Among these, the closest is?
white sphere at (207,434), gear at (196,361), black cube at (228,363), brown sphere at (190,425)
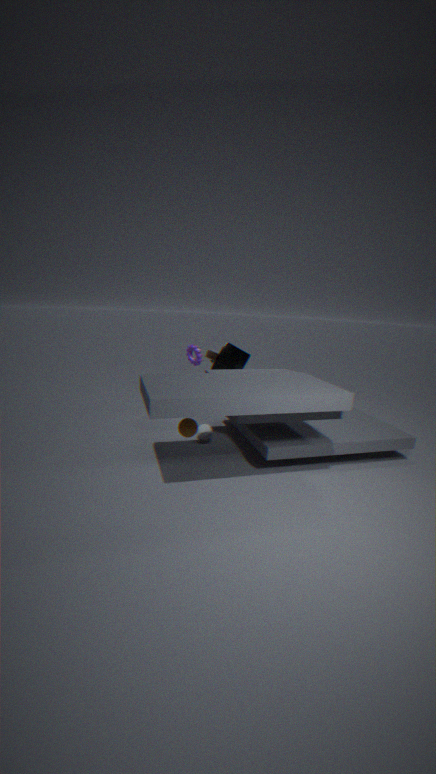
brown sphere at (190,425)
